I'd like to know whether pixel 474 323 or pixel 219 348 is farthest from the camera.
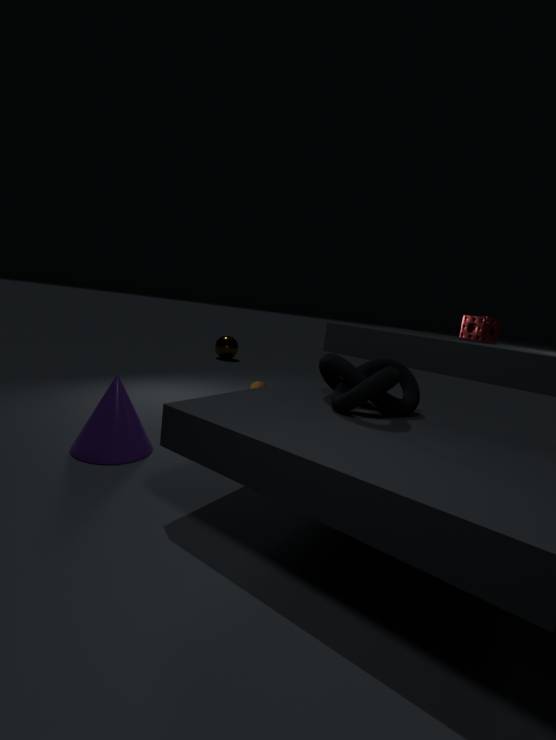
pixel 219 348
